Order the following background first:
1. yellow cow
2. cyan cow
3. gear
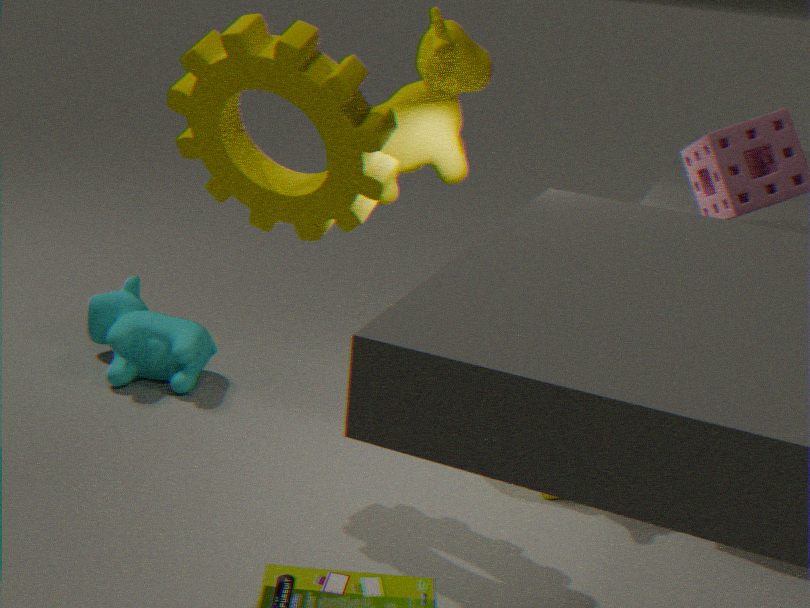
1. cyan cow
2. yellow cow
3. gear
